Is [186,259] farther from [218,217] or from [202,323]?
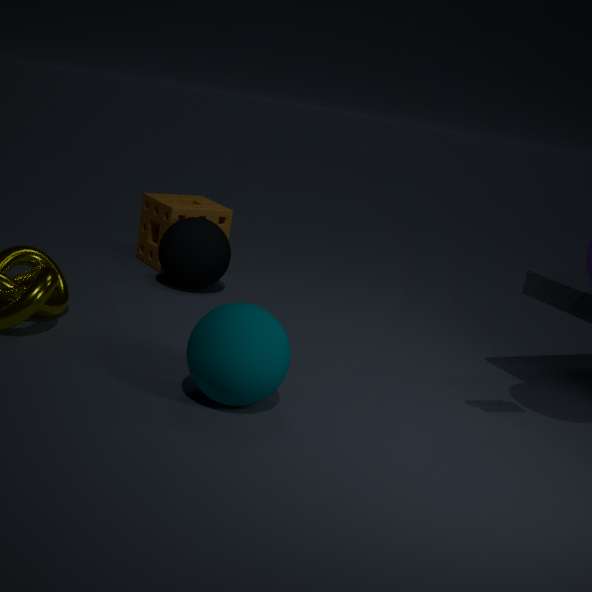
[202,323]
